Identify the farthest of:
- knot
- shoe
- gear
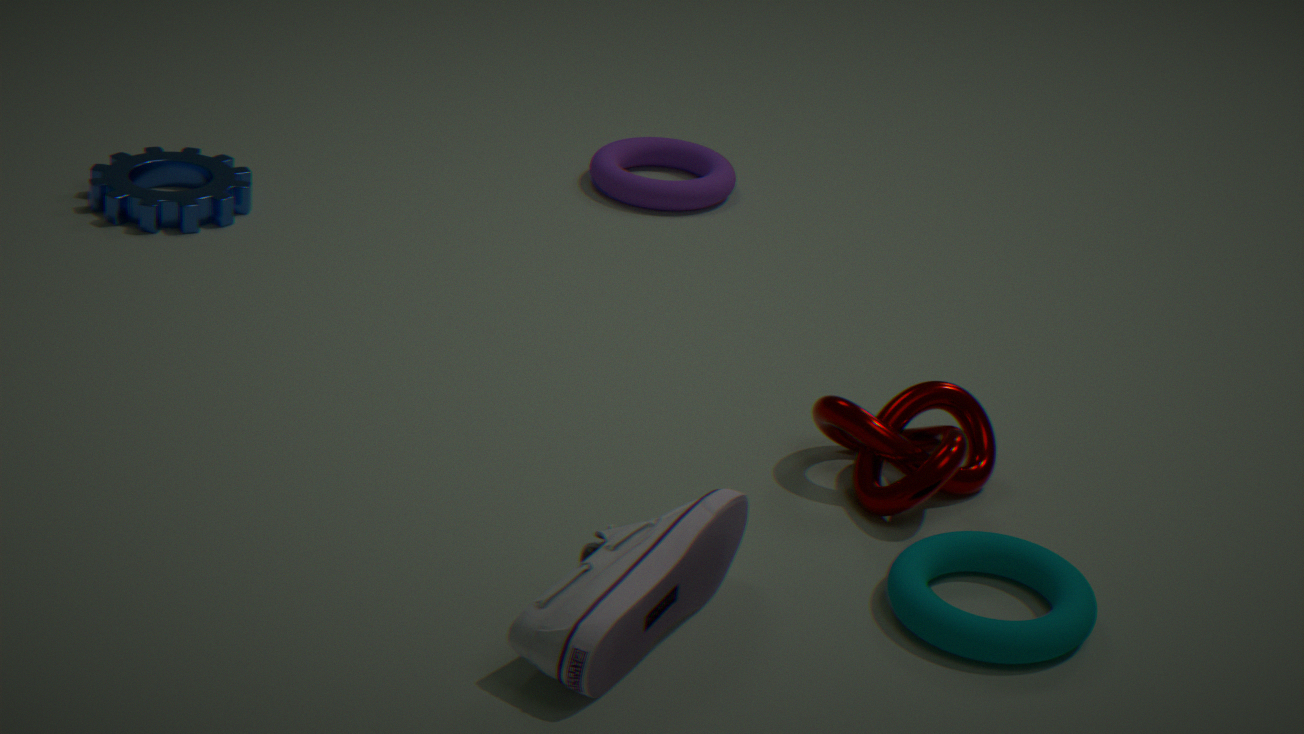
gear
